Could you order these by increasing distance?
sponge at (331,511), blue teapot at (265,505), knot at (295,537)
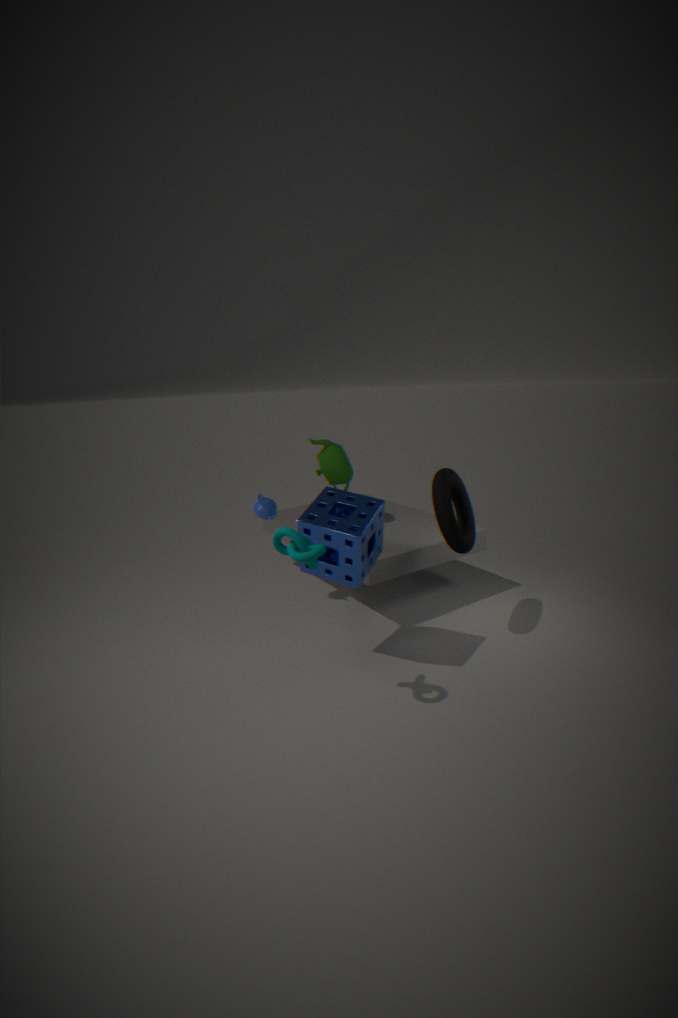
1. knot at (295,537)
2. sponge at (331,511)
3. blue teapot at (265,505)
